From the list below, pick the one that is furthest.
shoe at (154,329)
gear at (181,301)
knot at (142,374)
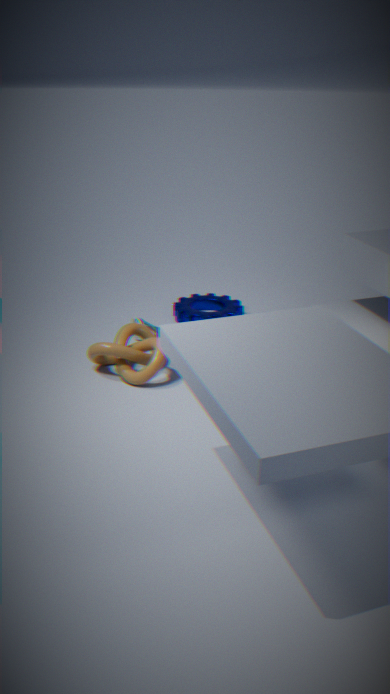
gear at (181,301)
